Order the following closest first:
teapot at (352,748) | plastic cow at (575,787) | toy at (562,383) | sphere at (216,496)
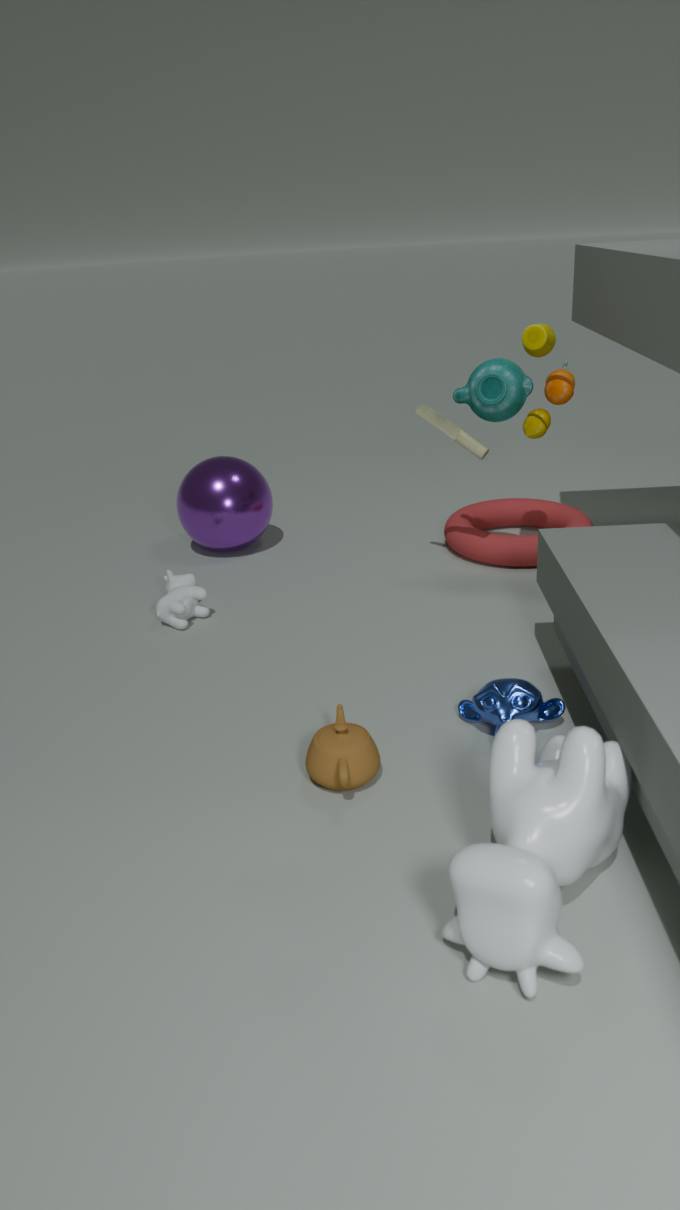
plastic cow at (575,787)
teapot at (352,748)
toy at (562,383)
sphere at (216,496)
